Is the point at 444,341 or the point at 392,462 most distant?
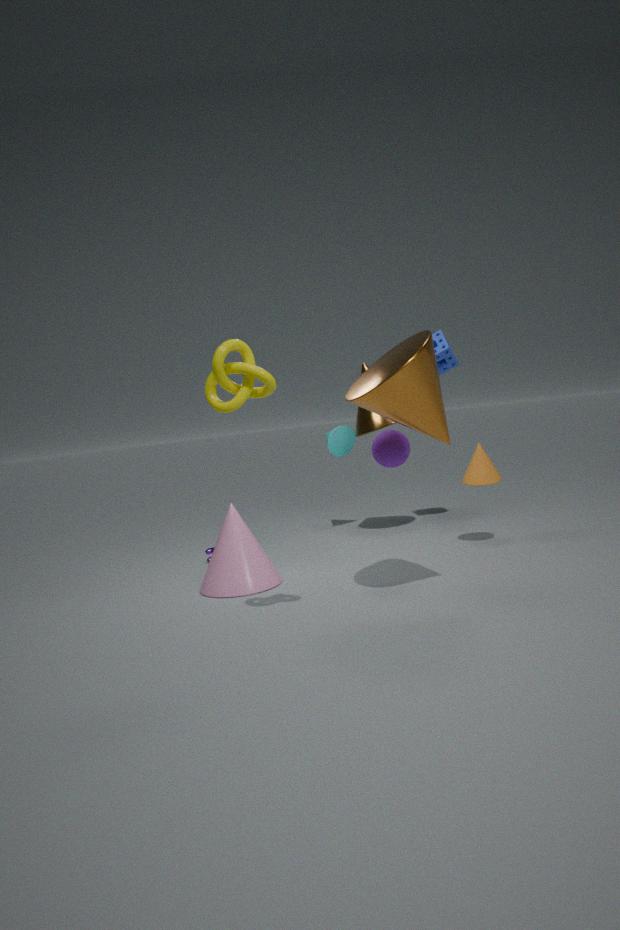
the point at 444,341
